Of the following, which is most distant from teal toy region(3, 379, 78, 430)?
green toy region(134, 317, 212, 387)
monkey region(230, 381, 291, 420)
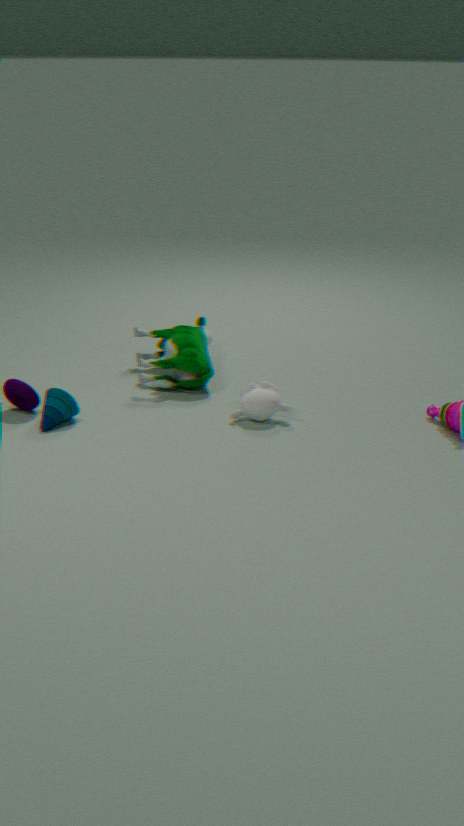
monkey region(230, 381, 291, 420)
